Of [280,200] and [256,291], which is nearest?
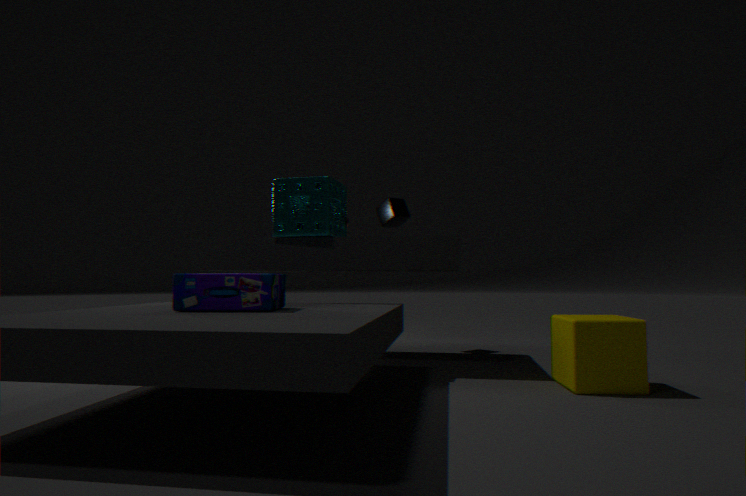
[256,291]
